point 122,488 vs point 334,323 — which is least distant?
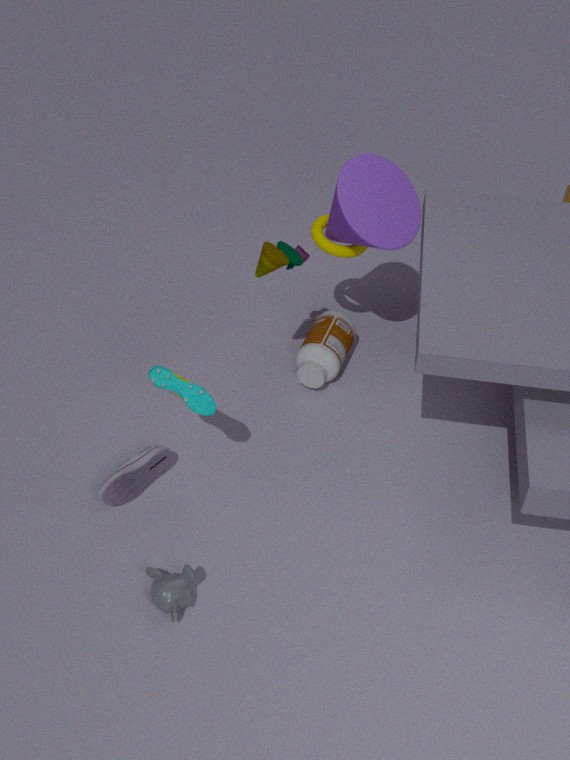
point 122,488
